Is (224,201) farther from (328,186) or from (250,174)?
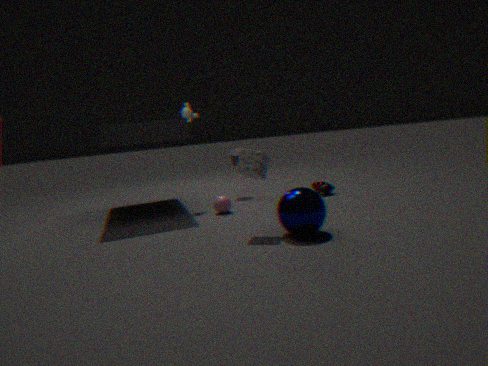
(328,186)
